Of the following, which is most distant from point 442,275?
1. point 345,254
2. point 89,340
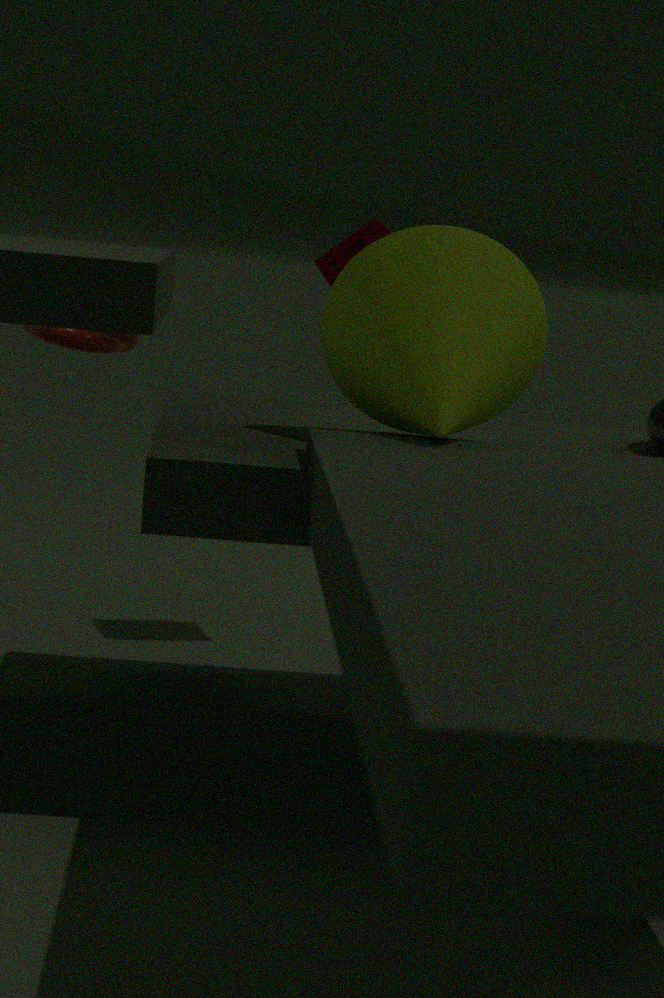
point 89,340
